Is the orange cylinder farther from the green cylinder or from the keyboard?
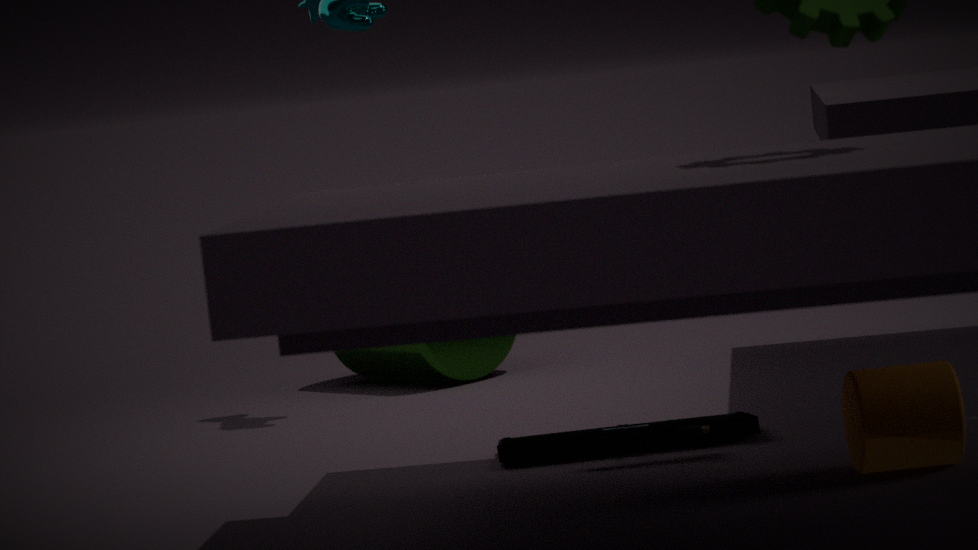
the green cylinder
